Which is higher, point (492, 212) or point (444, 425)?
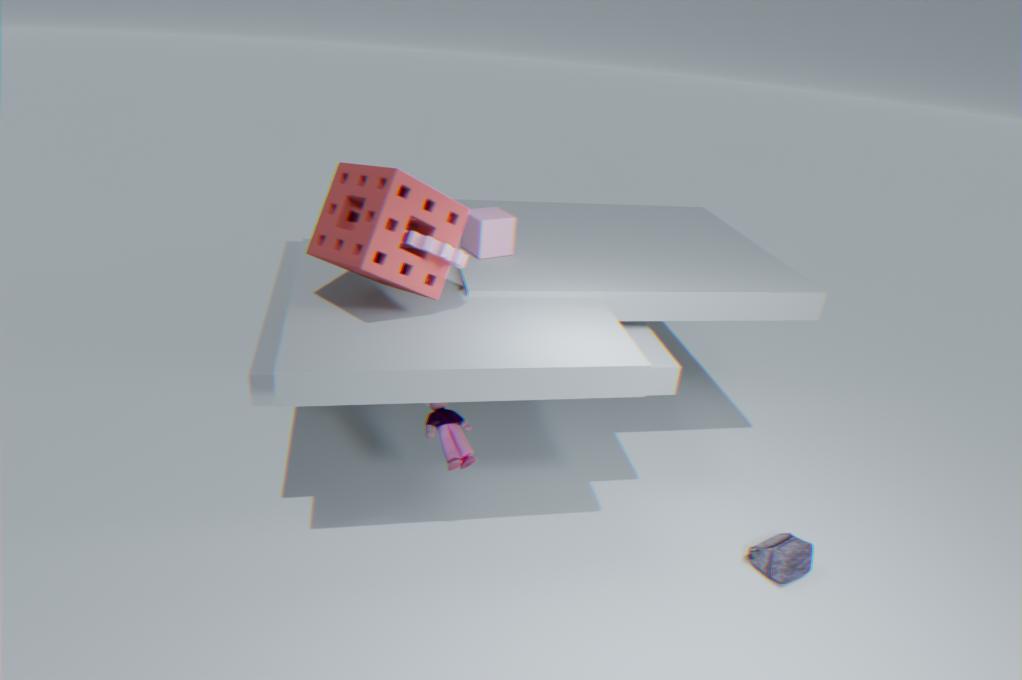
point (492, 212)
